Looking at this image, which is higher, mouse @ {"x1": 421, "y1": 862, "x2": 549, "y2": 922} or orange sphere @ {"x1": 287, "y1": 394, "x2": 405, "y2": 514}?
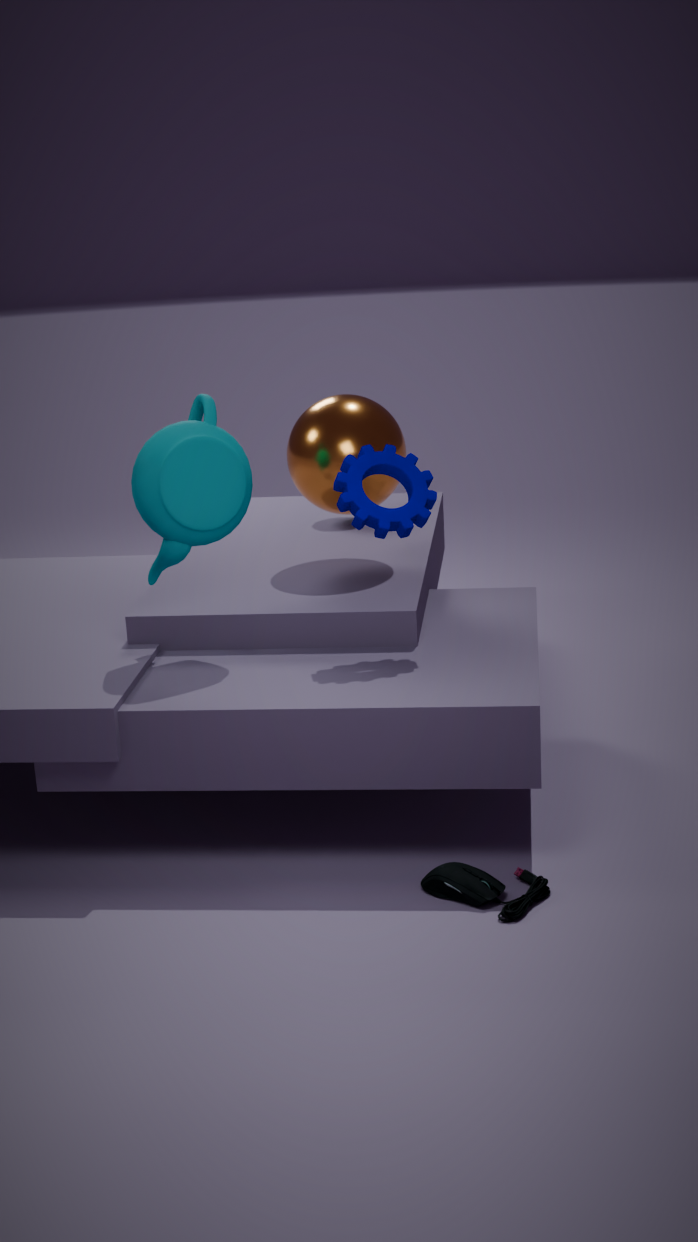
orange sphere @ {"x1": 287, "y1": 394, "x2": 405, "y2": 514}
